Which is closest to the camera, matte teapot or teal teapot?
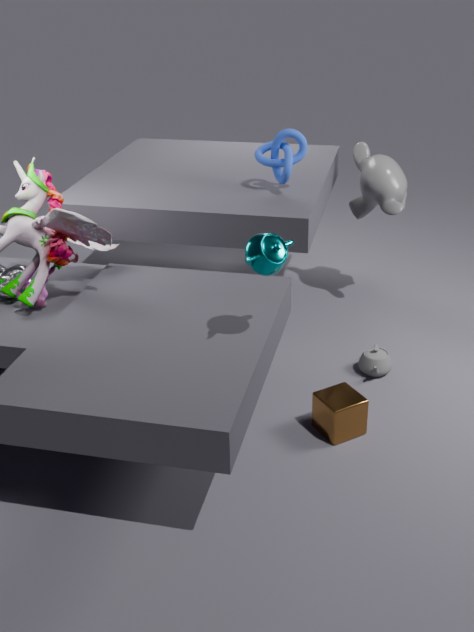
teal teapot
